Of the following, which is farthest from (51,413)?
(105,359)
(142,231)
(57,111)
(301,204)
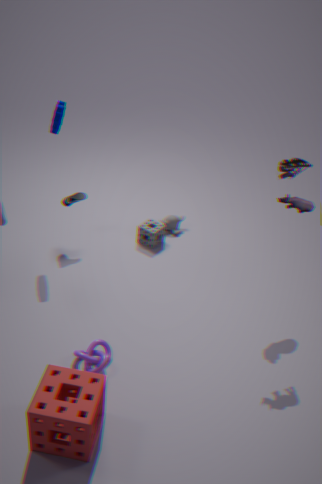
(57,111)
